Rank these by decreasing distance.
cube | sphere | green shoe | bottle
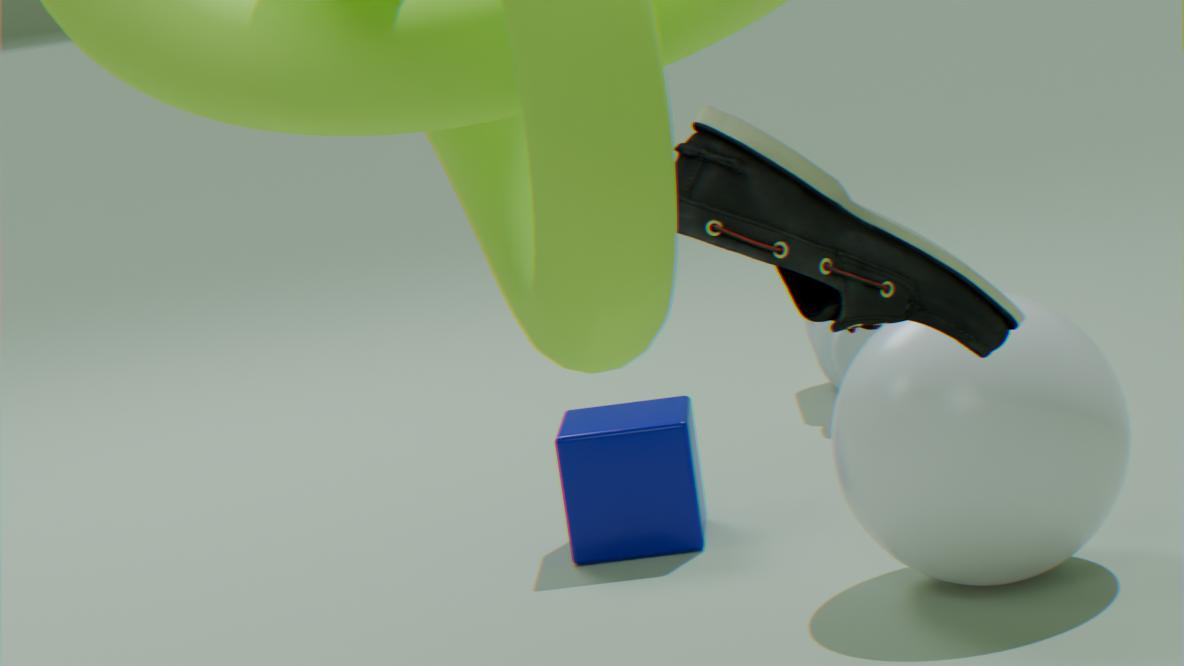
bottle < cube < sphere < green shoe
